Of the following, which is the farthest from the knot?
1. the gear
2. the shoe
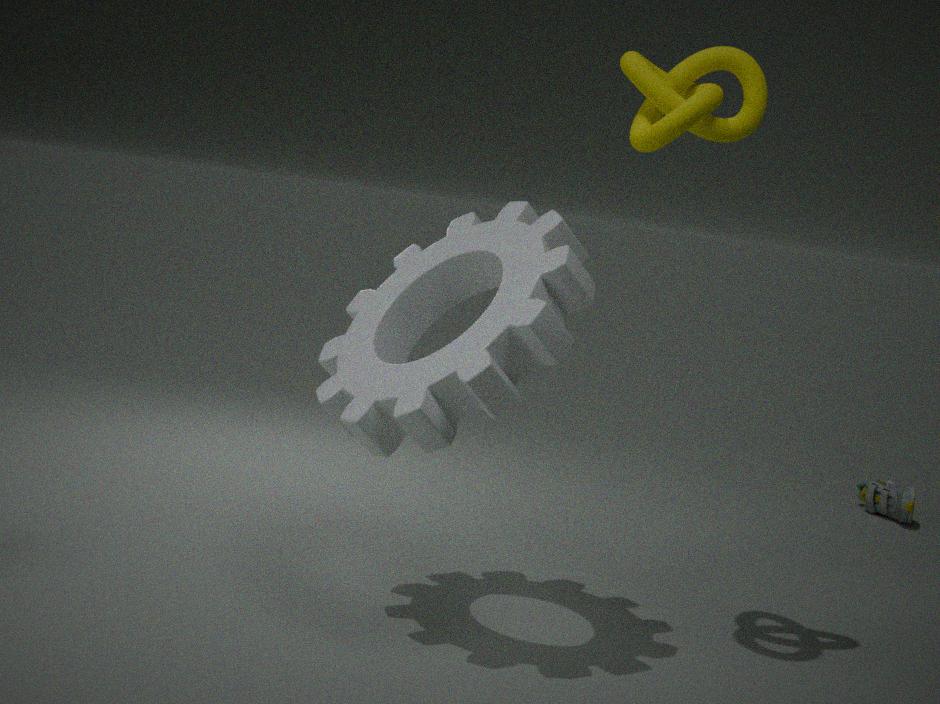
the shoe
